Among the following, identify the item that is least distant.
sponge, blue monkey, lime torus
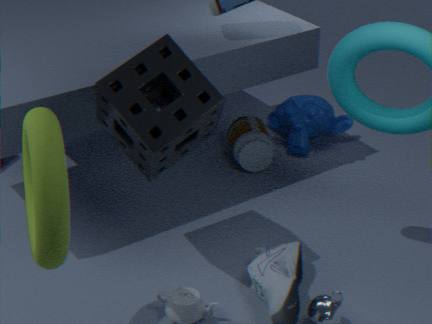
lime torus
